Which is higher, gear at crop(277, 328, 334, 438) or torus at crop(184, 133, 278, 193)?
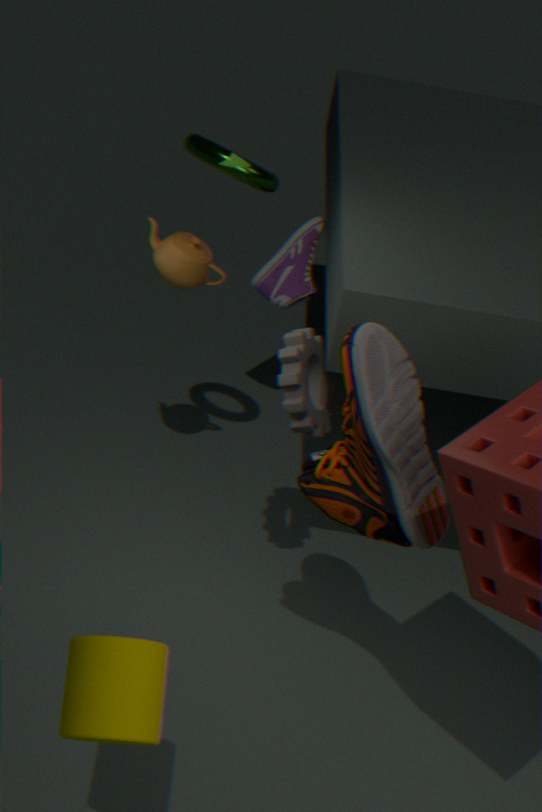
torus at crop(184, 133, 278, 193)
